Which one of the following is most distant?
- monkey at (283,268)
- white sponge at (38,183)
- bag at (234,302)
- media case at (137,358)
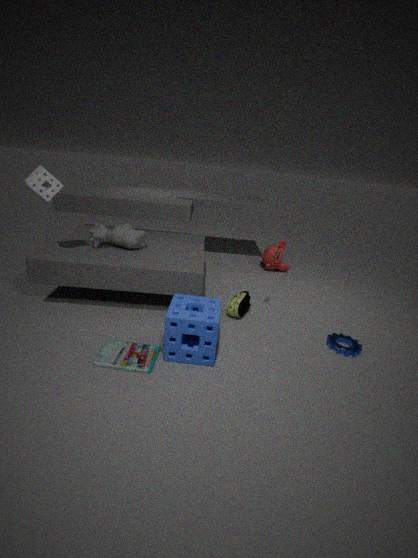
monkey at (283,268)
